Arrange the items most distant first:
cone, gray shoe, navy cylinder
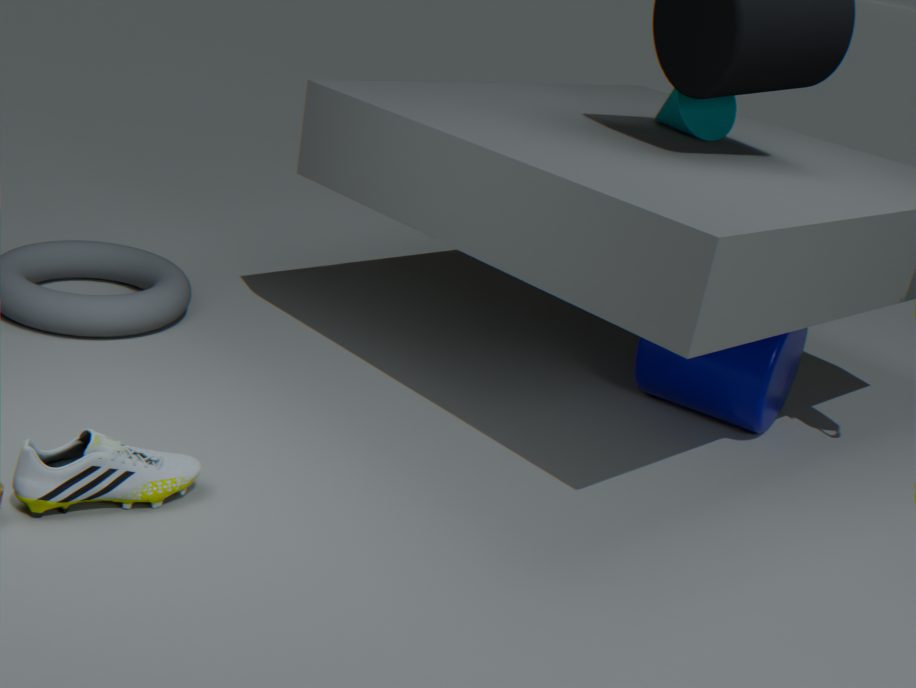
cone → navy cylinder → gray shoe
